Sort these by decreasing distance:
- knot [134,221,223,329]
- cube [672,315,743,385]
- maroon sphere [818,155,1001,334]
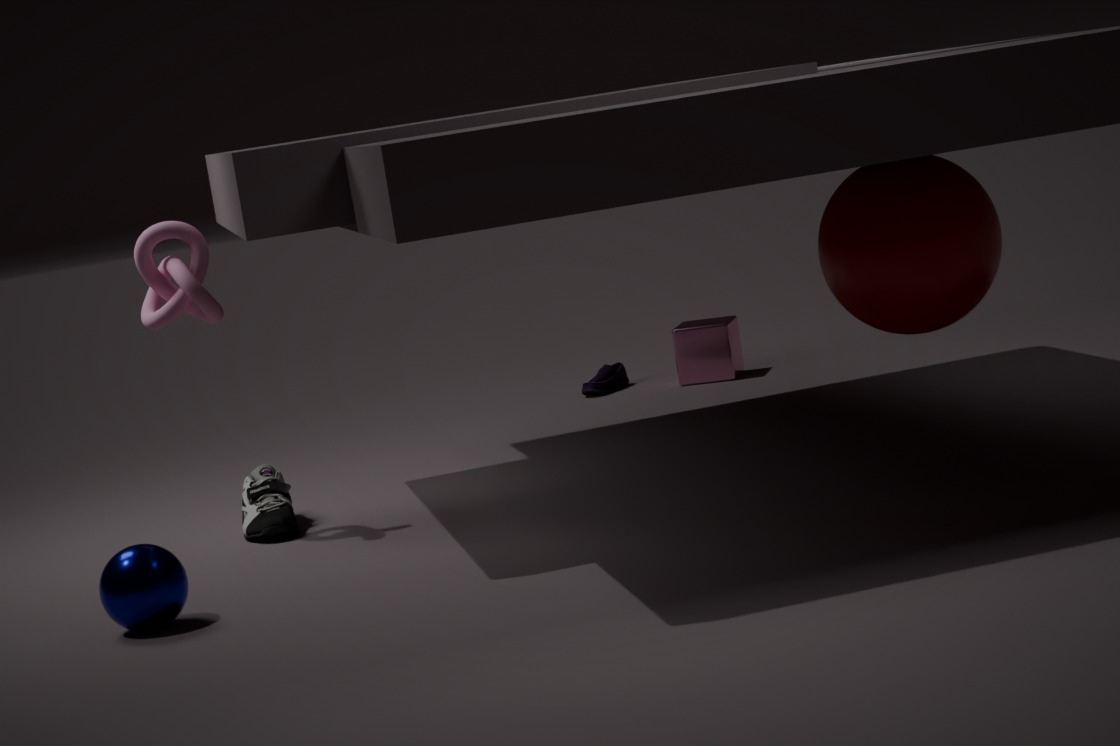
1. cube [672,315,743,385]
2. knot [134,221,223,329]
3. maroon sphere [818,155,1001,334]
